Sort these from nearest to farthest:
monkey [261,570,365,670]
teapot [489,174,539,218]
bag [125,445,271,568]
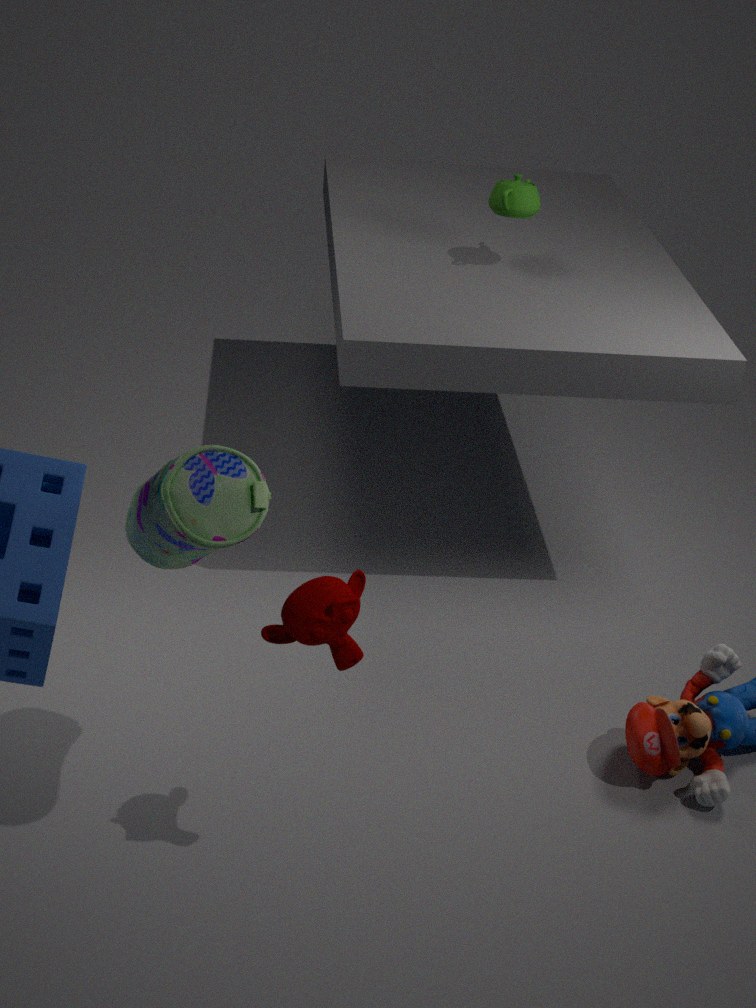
bag [125,445,271,568]
monkey [261,570,365,670]
teapot [489,174,539,218]
